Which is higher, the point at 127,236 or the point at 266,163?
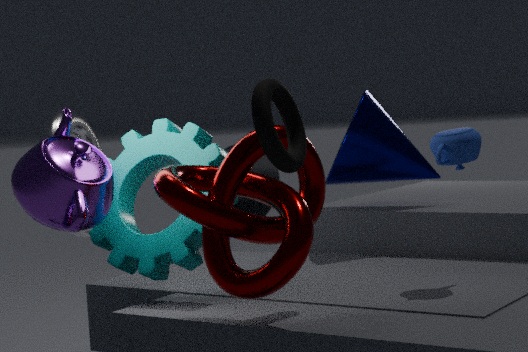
the point at 127,236
